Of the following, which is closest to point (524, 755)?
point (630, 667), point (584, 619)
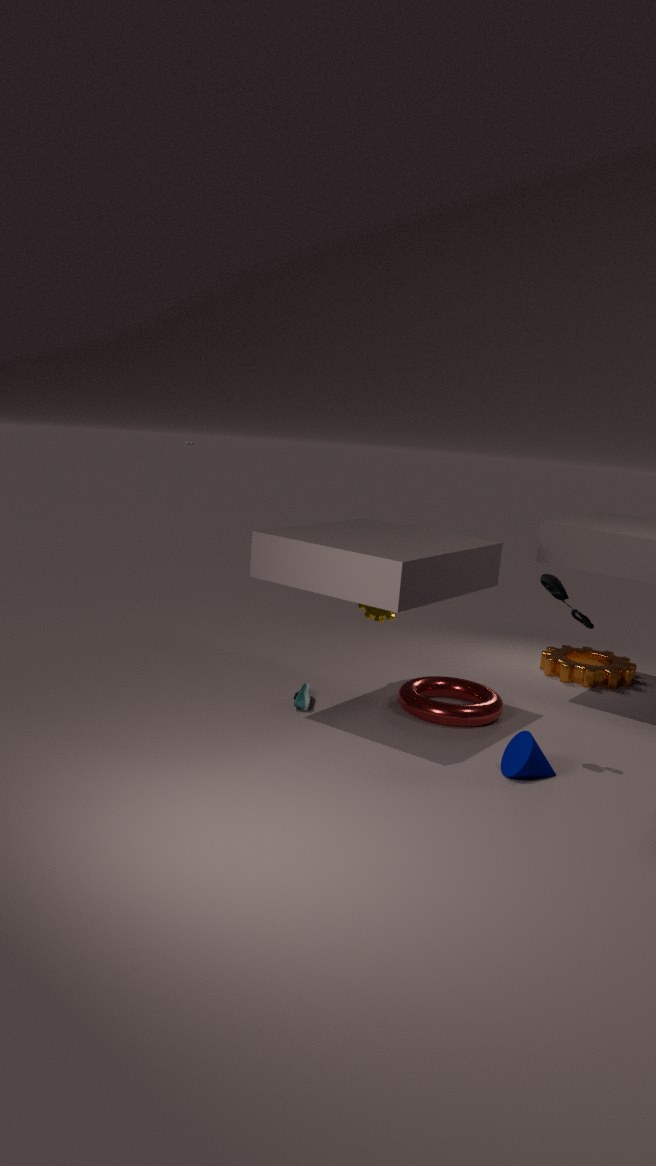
point (584, 619)
